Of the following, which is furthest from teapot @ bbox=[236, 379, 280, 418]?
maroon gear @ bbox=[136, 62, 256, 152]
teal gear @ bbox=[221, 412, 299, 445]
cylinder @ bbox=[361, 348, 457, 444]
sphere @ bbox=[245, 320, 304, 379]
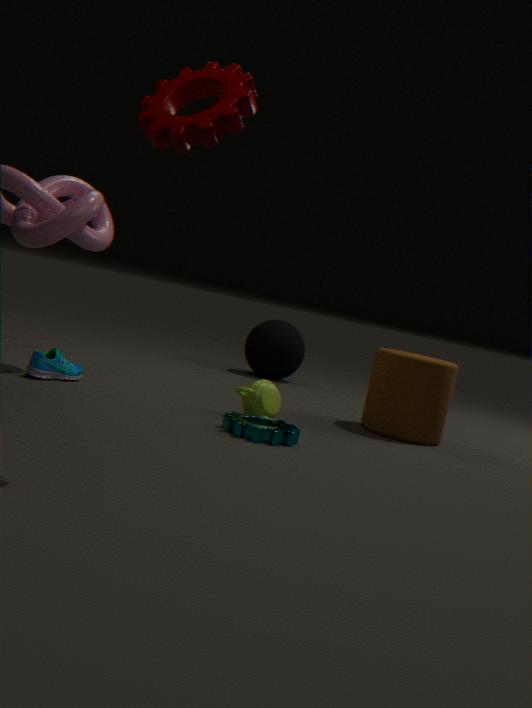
maroon gear @ bbox=[136, 62, 256, 152]
